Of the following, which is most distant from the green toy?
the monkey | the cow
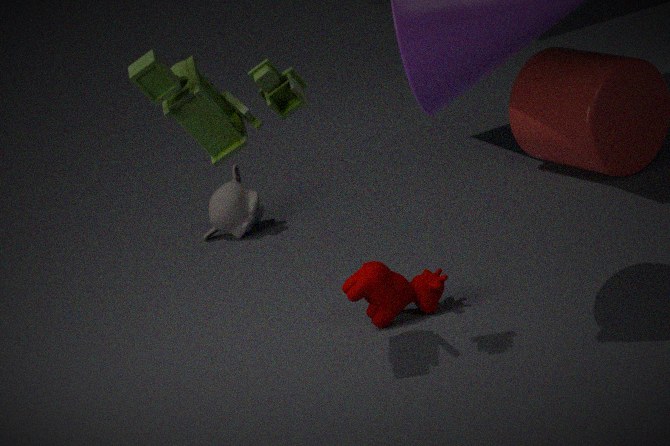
the monkey
